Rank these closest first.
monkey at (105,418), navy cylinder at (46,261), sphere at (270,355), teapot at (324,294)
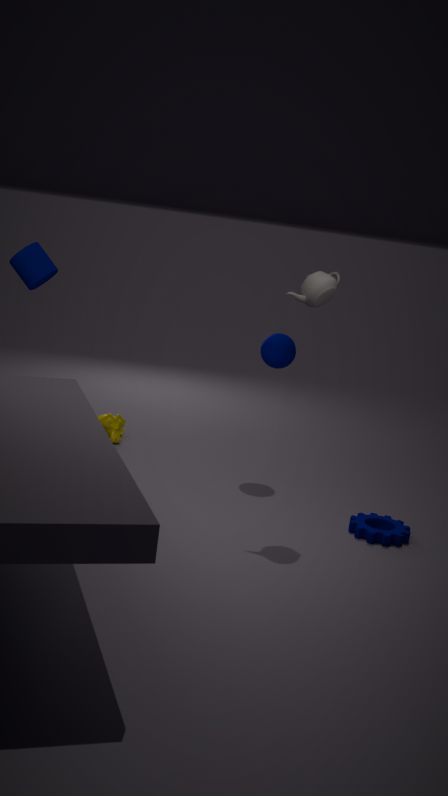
teapot at (324,294), sphere at (270,355), navy cylinder at (46,261), monkey at (105,418)
